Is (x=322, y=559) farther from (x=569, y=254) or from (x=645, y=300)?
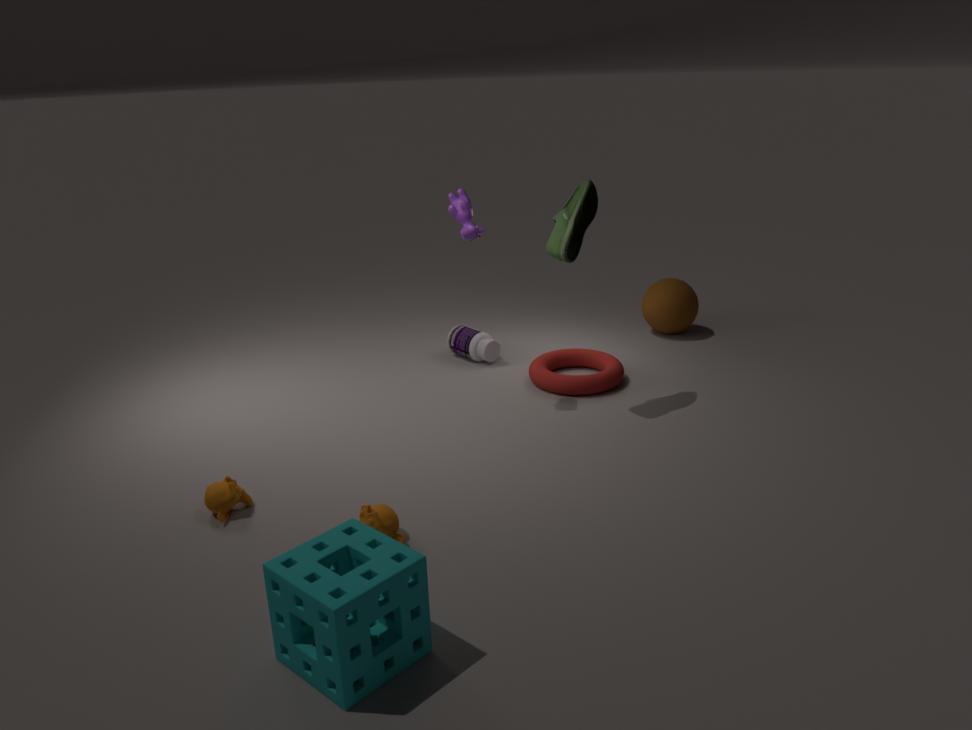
(x=645, y=300)
